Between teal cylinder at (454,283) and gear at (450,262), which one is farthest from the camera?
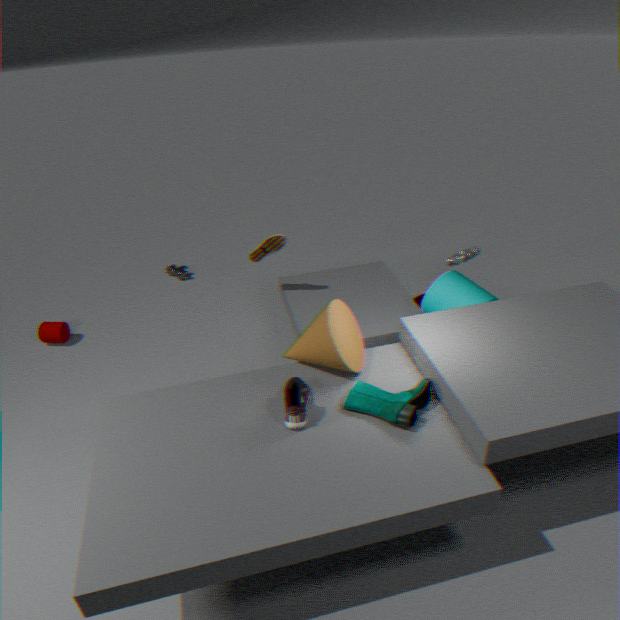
gear at (450,262)
